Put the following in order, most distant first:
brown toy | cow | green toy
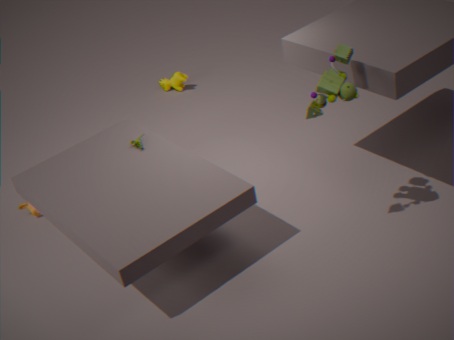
1. cow
2. green toy
3. brown toy
